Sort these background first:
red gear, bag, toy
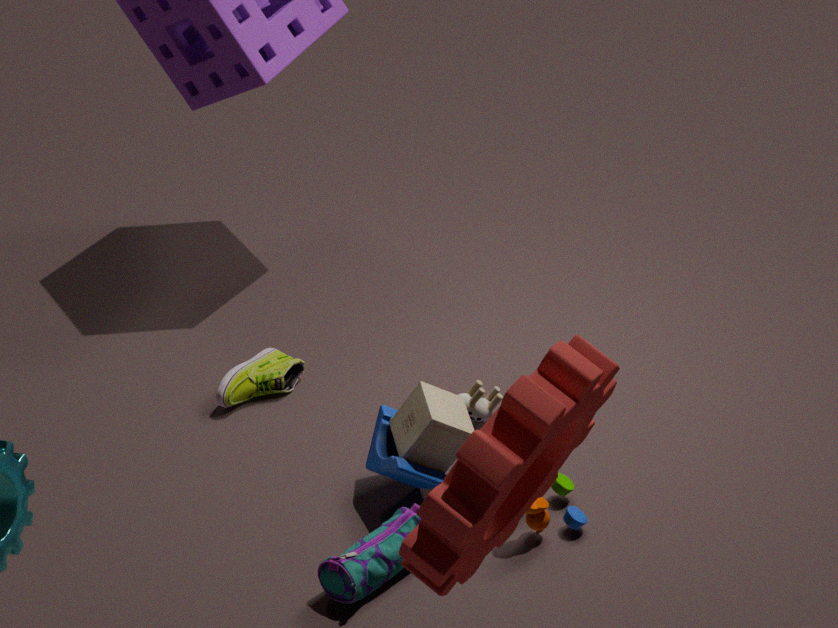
1. toy
2. bag
3. red gear
